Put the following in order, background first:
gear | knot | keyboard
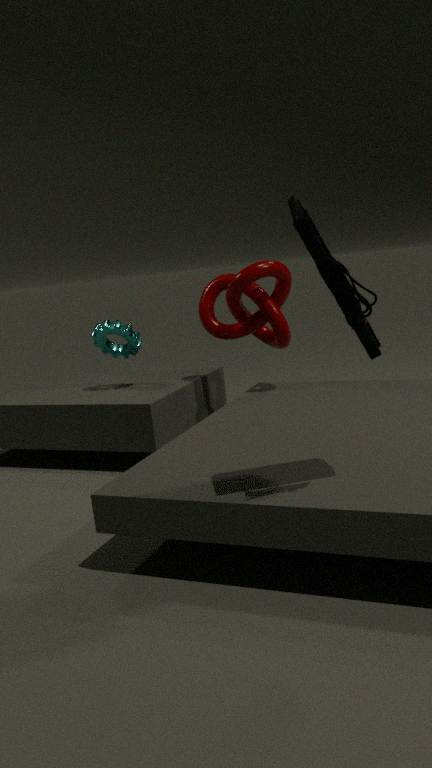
gear, knot, keyboard
